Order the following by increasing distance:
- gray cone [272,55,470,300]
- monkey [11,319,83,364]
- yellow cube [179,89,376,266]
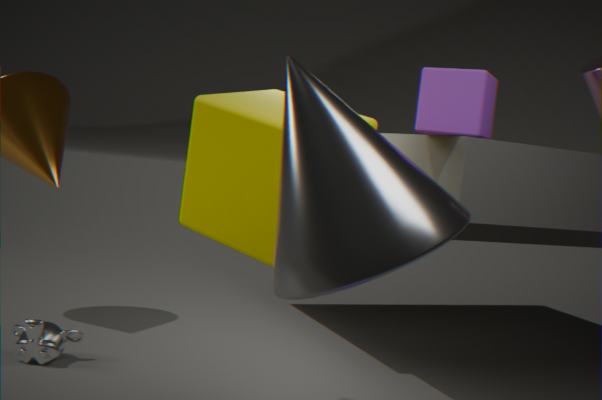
gray cone [272,55,470,300] < yellow cube [179,89,376,266] < monkey [11,319,83,364]
